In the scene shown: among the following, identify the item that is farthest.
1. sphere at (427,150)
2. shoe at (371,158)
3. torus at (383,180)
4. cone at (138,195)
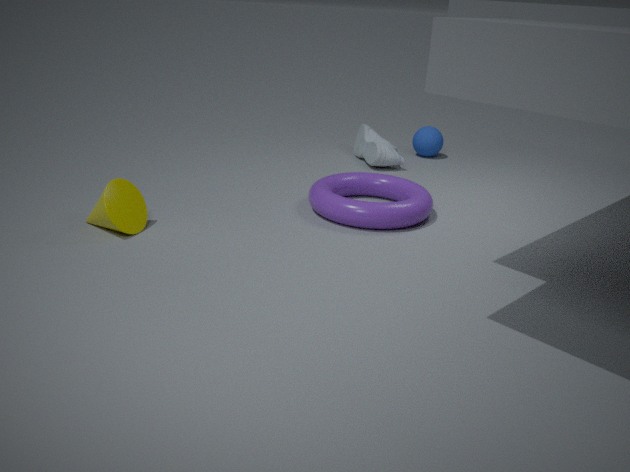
sphere at (427,150)
